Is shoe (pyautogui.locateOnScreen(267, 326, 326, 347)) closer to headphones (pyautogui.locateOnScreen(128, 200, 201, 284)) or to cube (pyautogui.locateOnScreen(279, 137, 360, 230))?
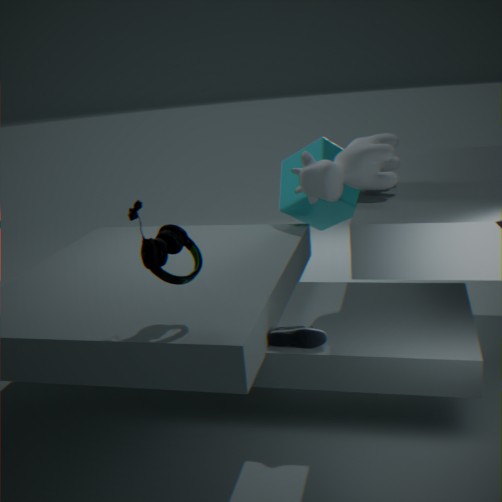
headphones (pyautogui.locateOnScreen(128, 200, 201, 284))
